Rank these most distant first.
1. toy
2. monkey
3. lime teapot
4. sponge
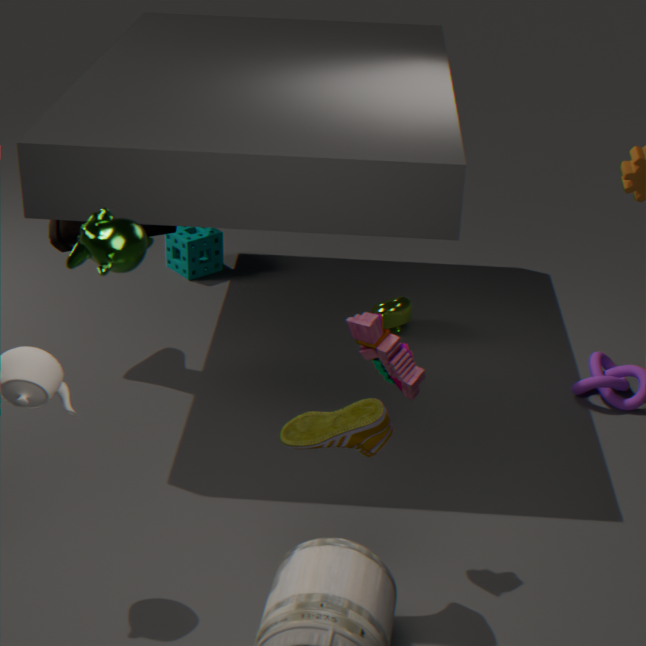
sponge, lime teapot, toy, monkey
